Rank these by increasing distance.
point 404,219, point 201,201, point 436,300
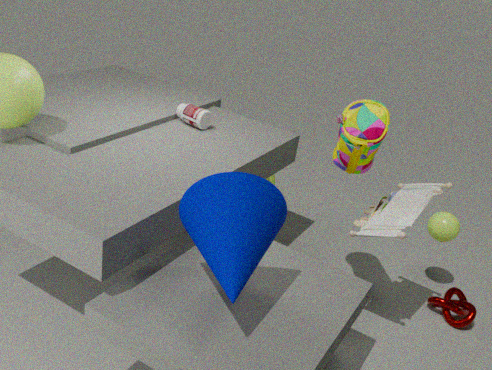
point 201,201 < point 404,219 < point 436,300
